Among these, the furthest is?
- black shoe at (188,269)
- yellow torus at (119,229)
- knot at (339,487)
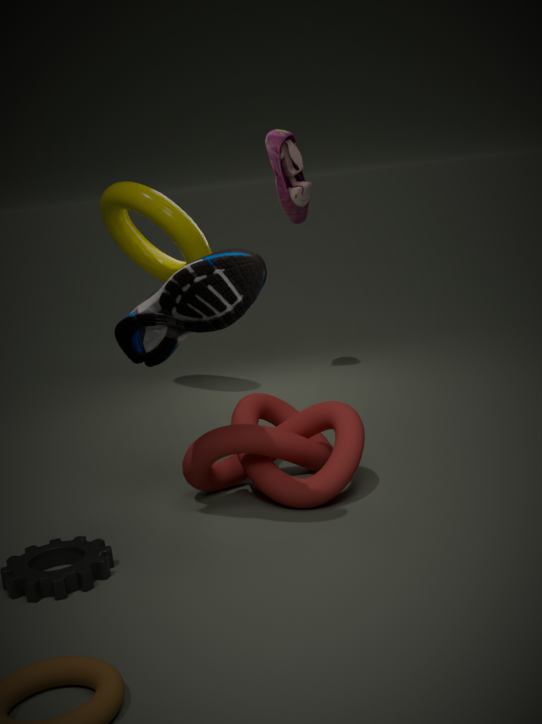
yellow torus at (119,229)
